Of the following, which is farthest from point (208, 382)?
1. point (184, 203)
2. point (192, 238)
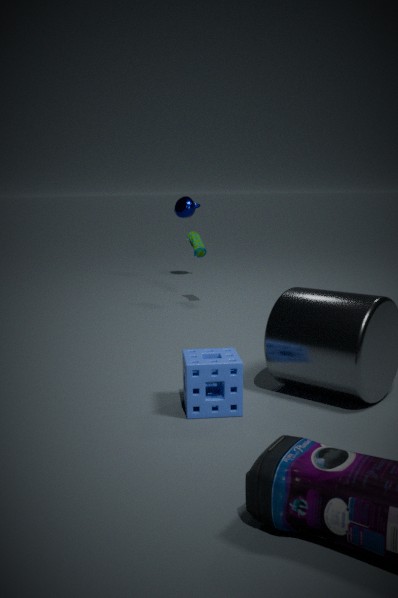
point (184, 203)
